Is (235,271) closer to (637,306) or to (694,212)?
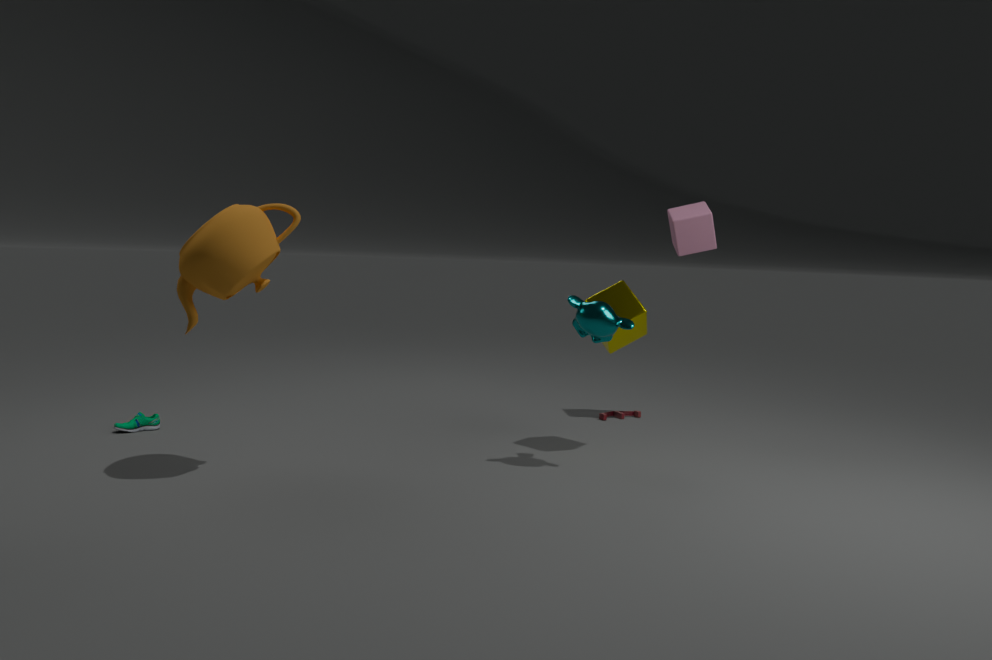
(637,306)
